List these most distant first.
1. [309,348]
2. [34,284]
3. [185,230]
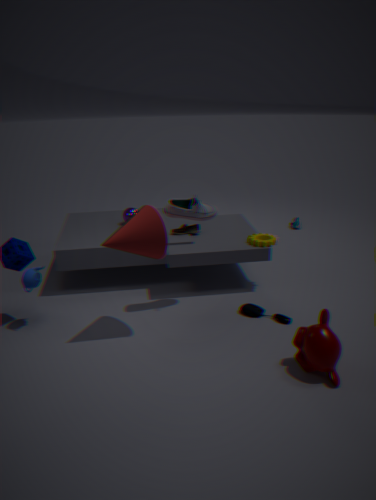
[185,230], [34,284], [309,348]
